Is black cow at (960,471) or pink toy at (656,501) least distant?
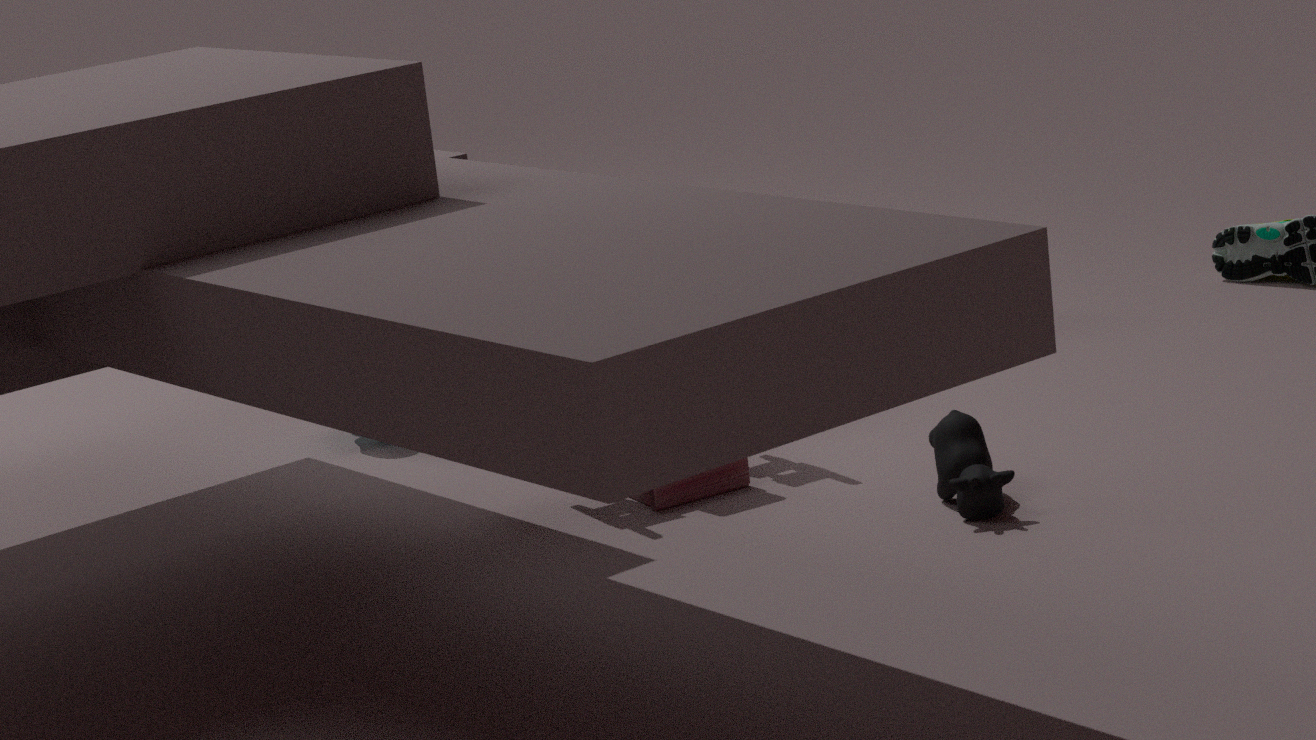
black cow at (960,471)
